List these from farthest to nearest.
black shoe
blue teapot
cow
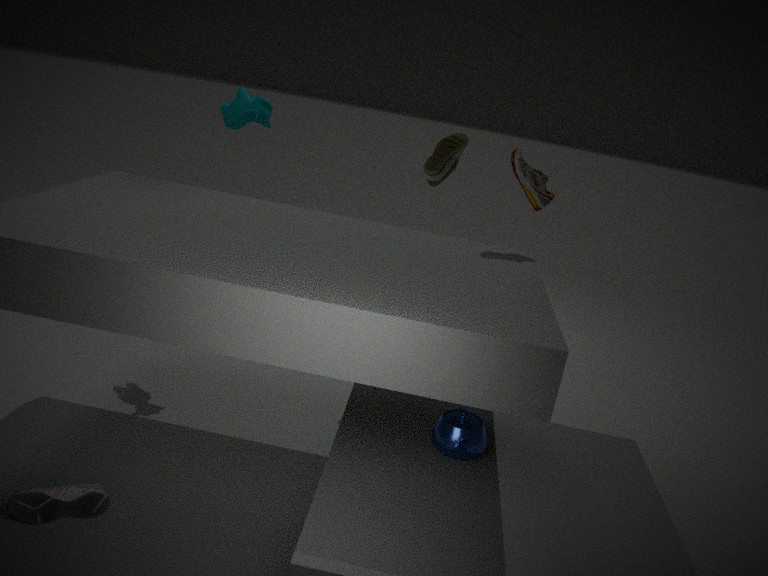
1. cow
2. blue teapot
3. black shoe
